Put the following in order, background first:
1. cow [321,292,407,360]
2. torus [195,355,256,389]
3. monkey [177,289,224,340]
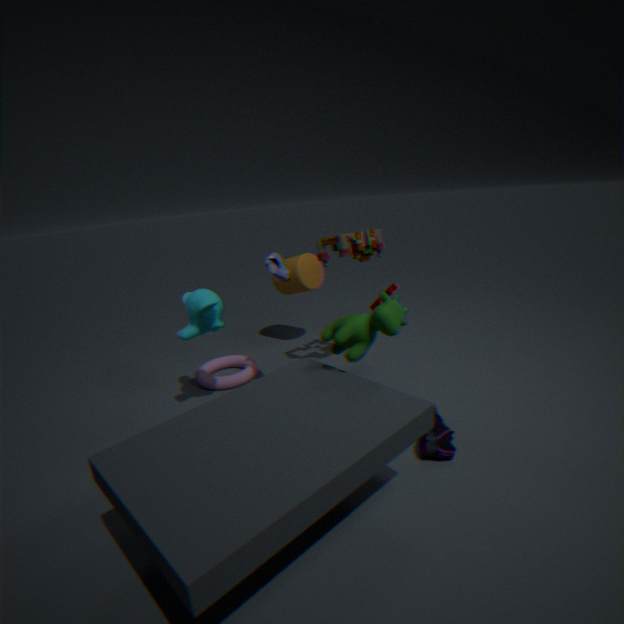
torus [195,355,256,389] → monkey [177,289,224,340] → cow [321,292,407,360]
